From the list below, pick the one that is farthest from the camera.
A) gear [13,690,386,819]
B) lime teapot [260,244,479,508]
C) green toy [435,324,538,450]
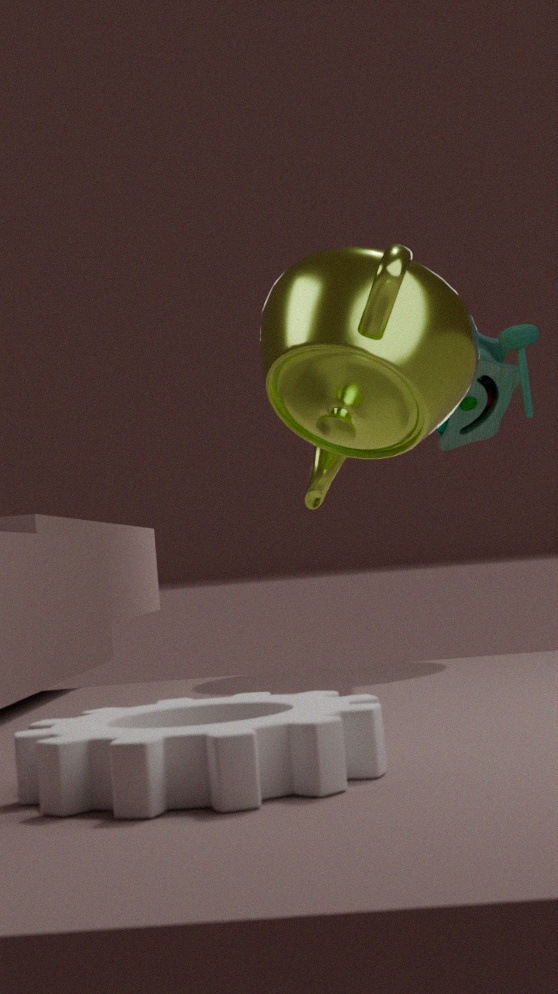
green toy [435,324,538,450]
